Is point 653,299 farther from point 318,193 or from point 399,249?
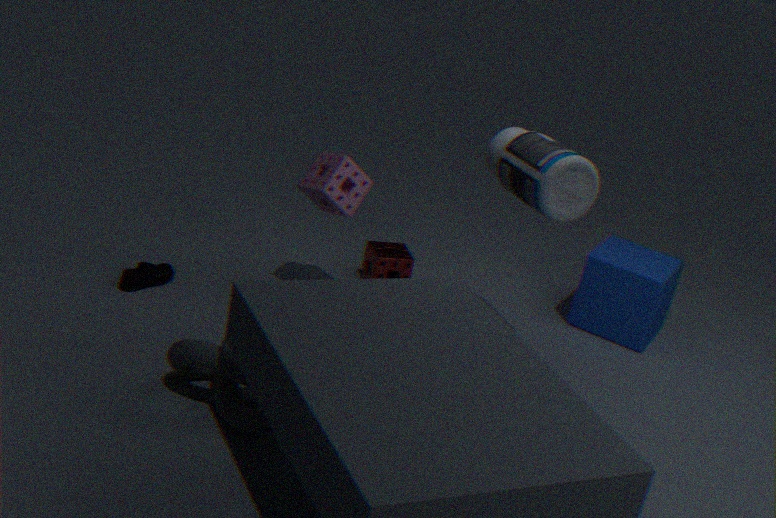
point 318,193
